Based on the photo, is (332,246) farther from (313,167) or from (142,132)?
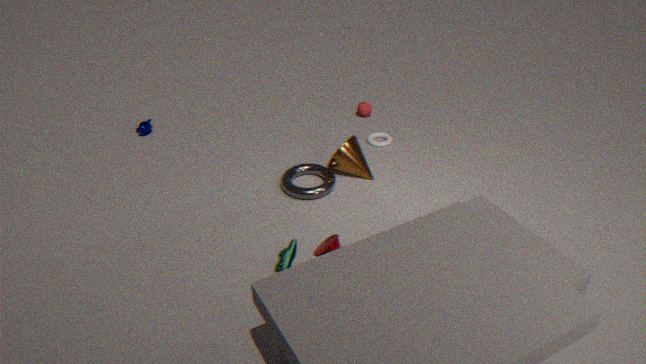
(142,132)
